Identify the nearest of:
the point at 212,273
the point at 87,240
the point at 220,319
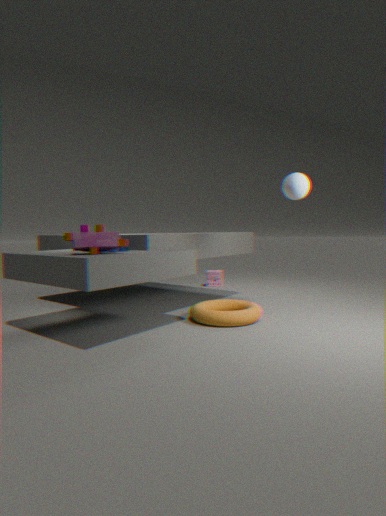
the point at 87,240
